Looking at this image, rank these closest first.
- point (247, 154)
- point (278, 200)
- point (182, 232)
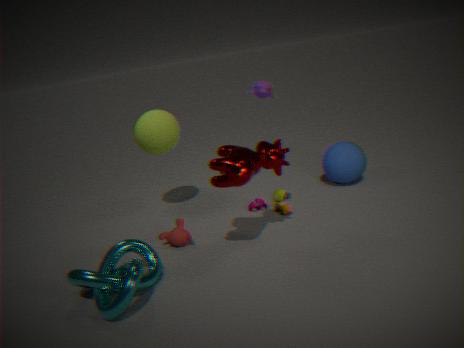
1. point (247, 154)
2. point (182, 232)
3. point (278, 200)
